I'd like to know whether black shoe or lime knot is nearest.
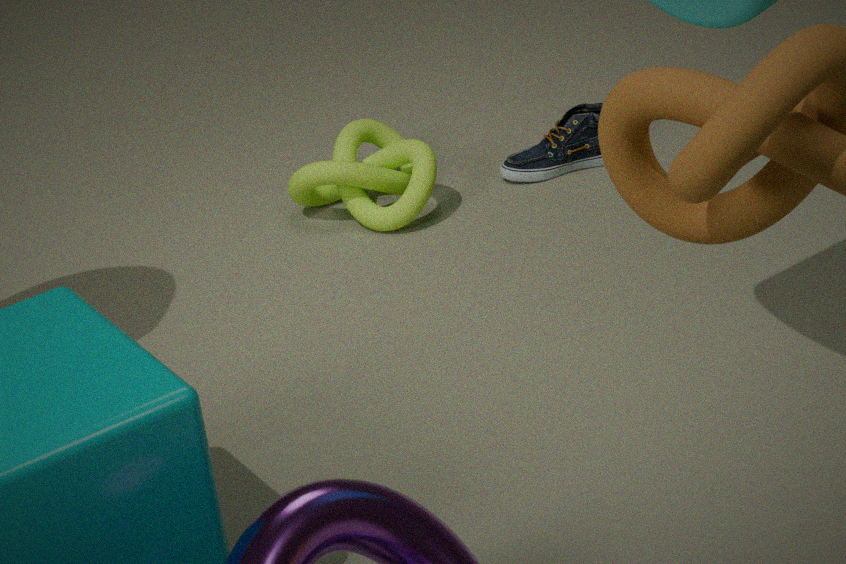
lime knot
